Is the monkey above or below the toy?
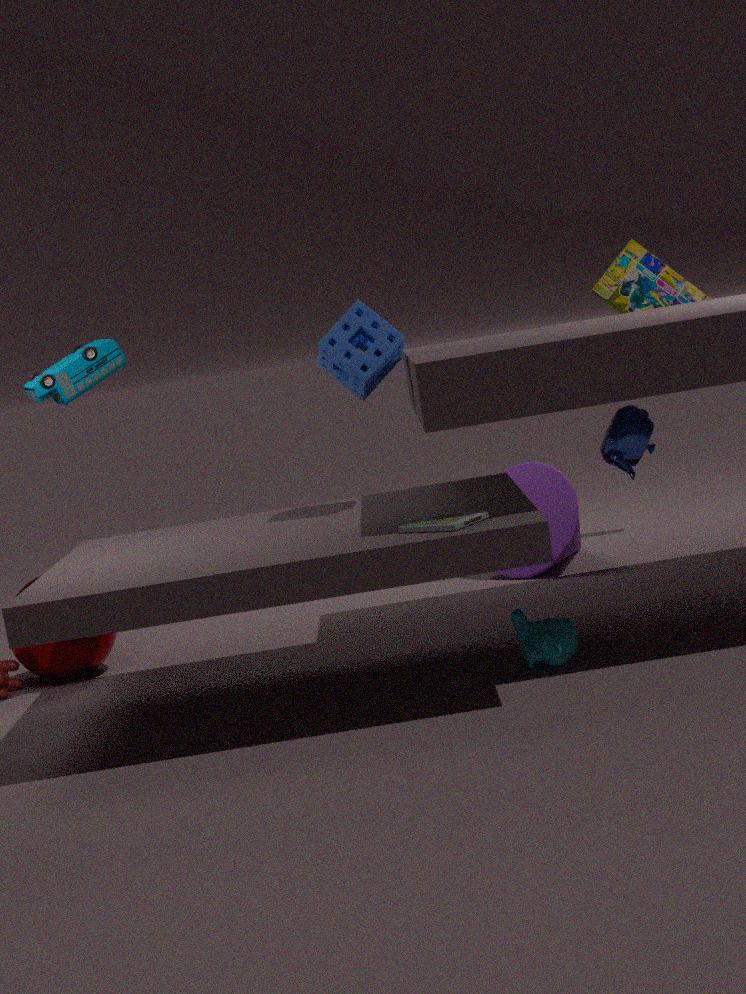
below
